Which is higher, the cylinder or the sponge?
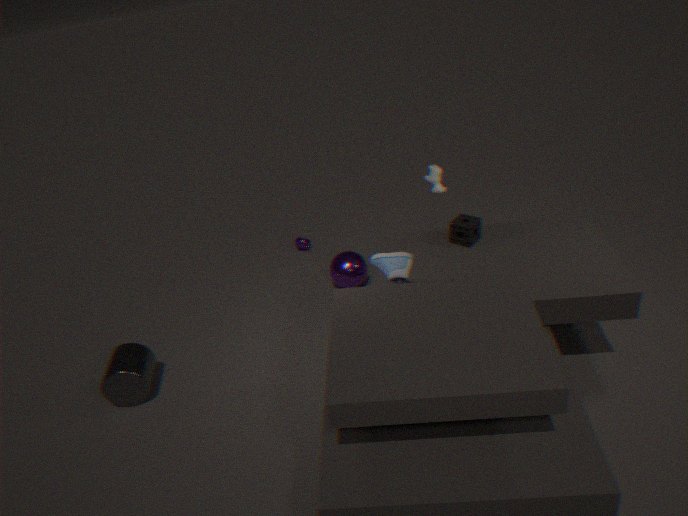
the sponge
